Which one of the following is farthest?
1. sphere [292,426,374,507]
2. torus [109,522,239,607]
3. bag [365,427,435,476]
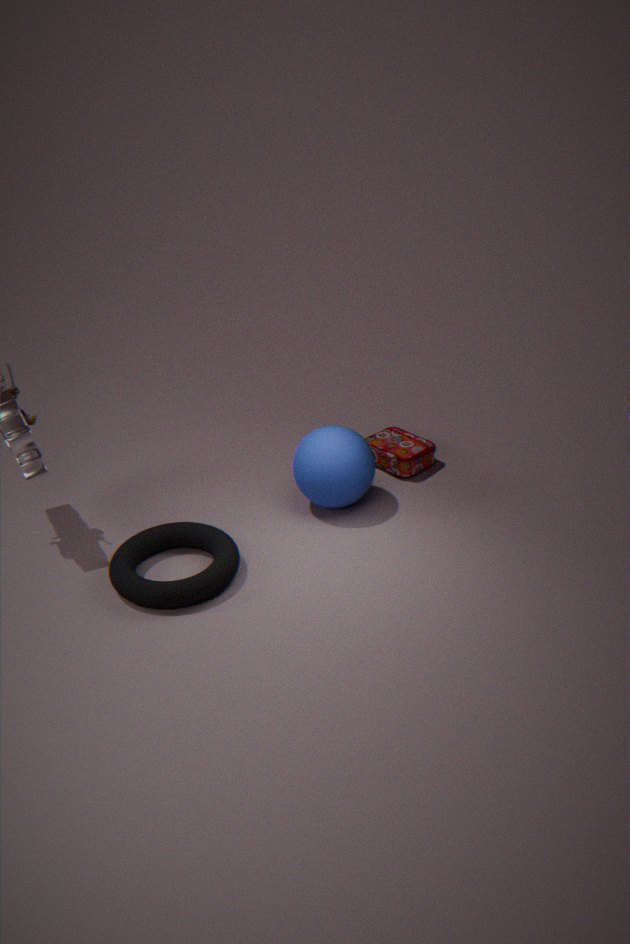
bag [365,427,435,476]
